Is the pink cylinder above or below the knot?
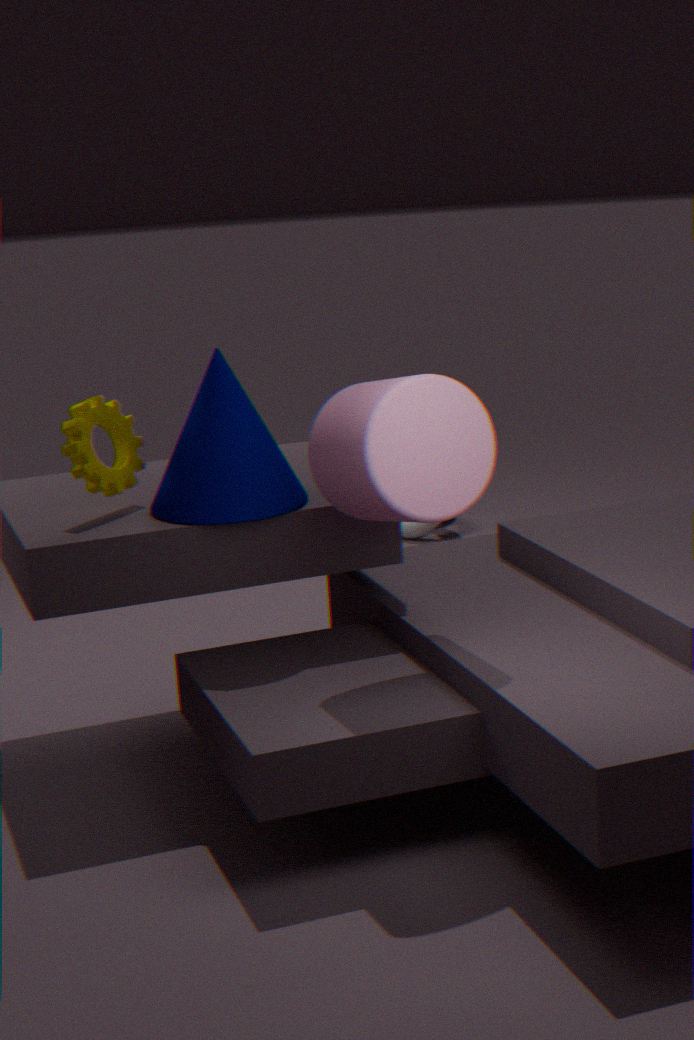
above
